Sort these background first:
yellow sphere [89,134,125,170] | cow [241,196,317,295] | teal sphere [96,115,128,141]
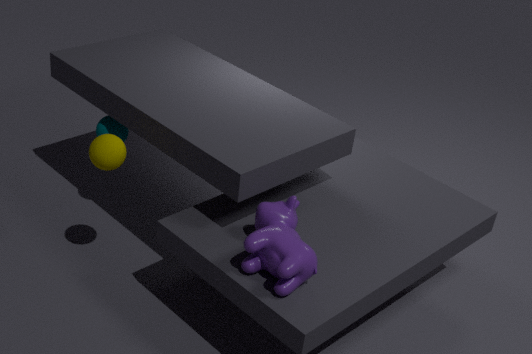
teal sphere [96,115,128,141], yellow sphere [89,134,125,170], cow [241,196,317,295]
